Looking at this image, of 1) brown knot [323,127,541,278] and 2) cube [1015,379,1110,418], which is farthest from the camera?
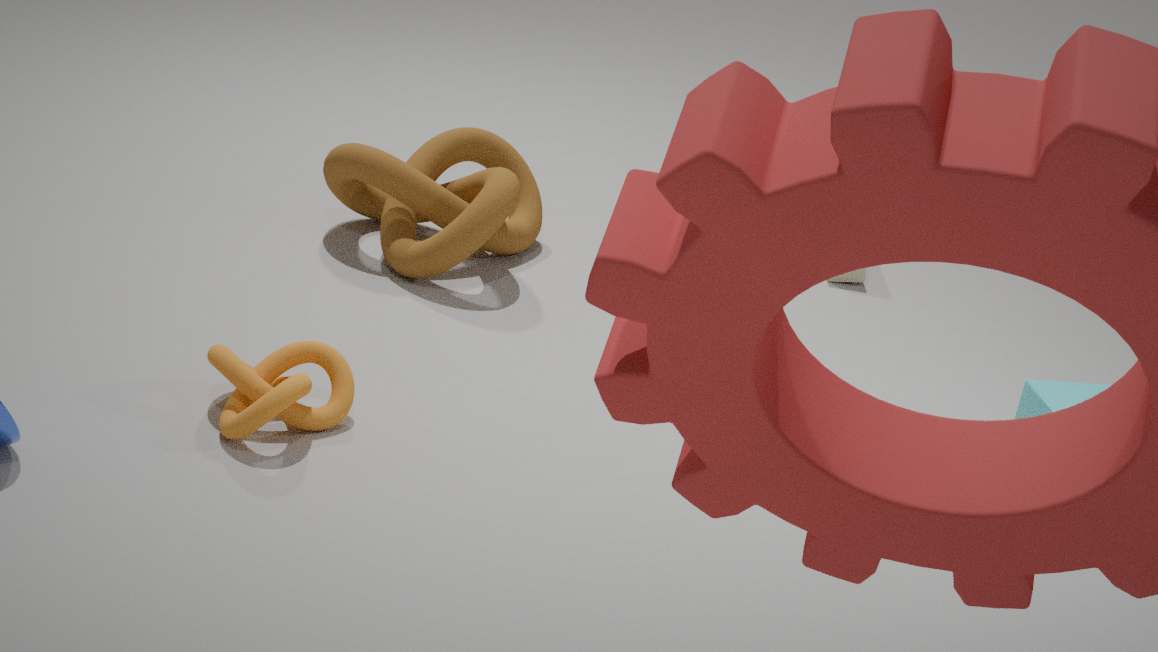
1. brown knot [323,127,541,278]
